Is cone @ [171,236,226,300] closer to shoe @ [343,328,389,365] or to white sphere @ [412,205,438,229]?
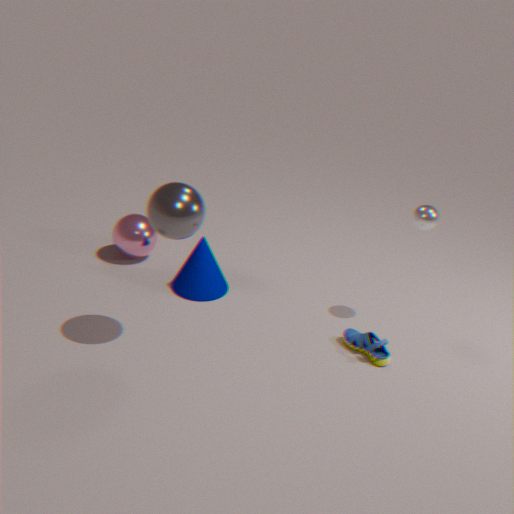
shoe @ [343,328,389,365]
